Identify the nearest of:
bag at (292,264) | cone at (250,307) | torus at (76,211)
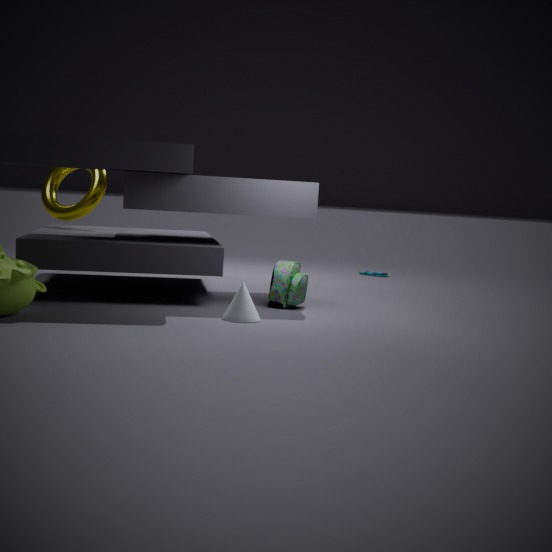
cone at (250,307)
